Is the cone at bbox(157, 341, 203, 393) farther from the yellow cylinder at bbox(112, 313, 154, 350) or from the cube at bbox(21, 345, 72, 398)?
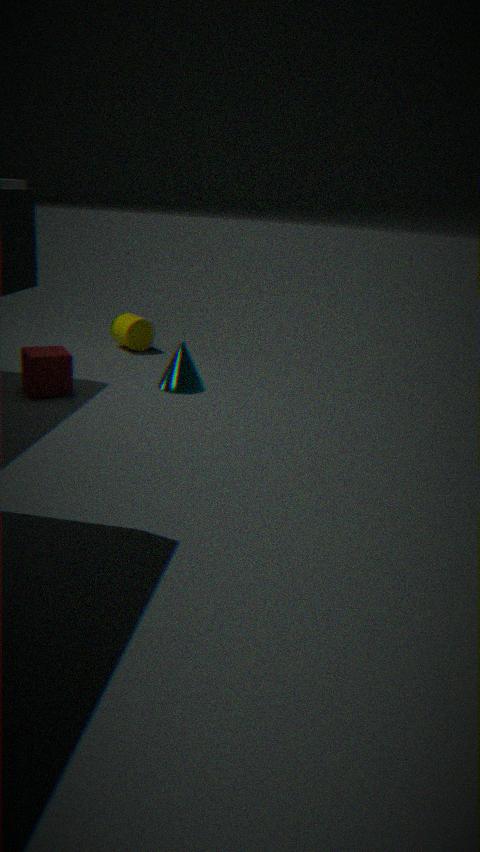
the yellow cylinder at bbox(112, 313, 154, 350)
